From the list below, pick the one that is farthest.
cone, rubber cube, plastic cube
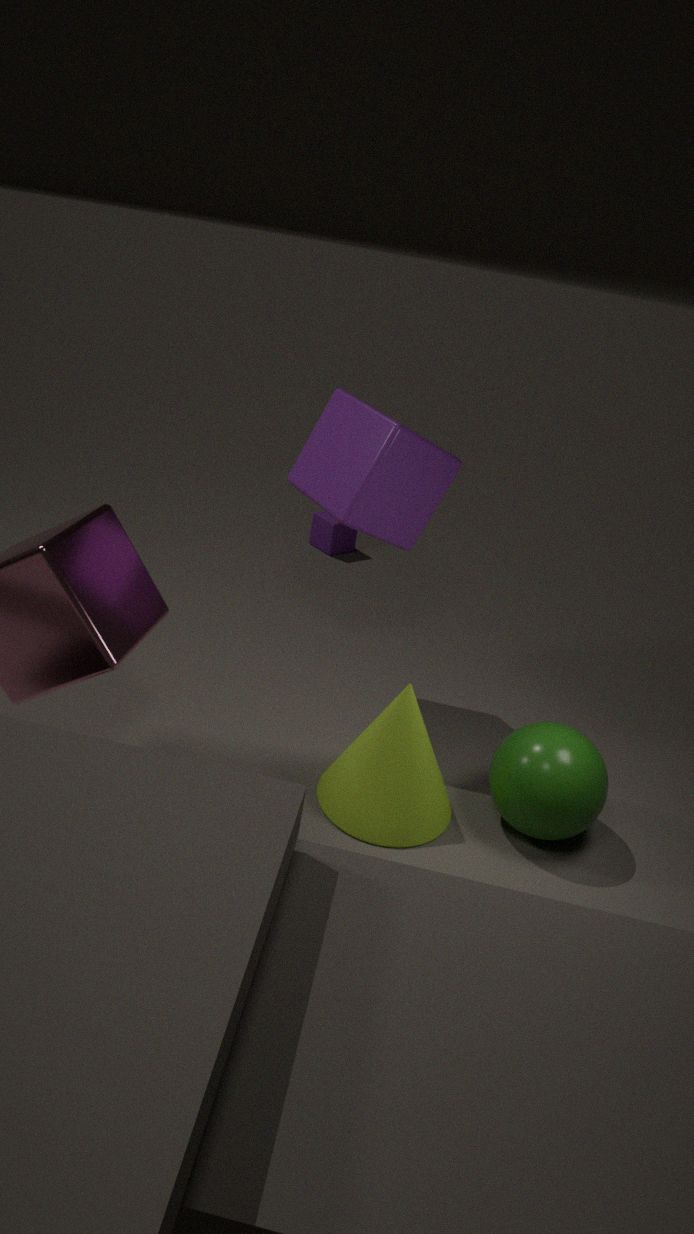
rubber cube
